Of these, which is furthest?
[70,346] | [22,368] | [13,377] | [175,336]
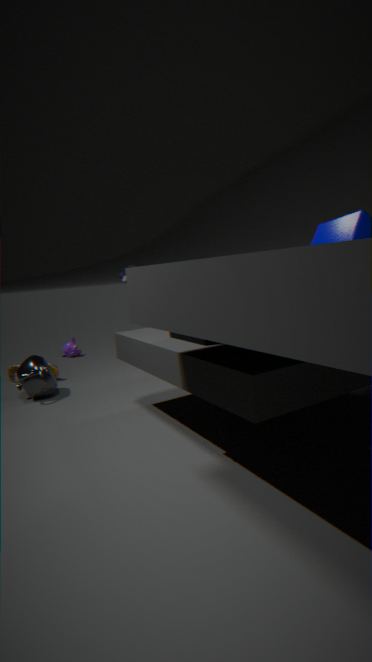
[70,346]
